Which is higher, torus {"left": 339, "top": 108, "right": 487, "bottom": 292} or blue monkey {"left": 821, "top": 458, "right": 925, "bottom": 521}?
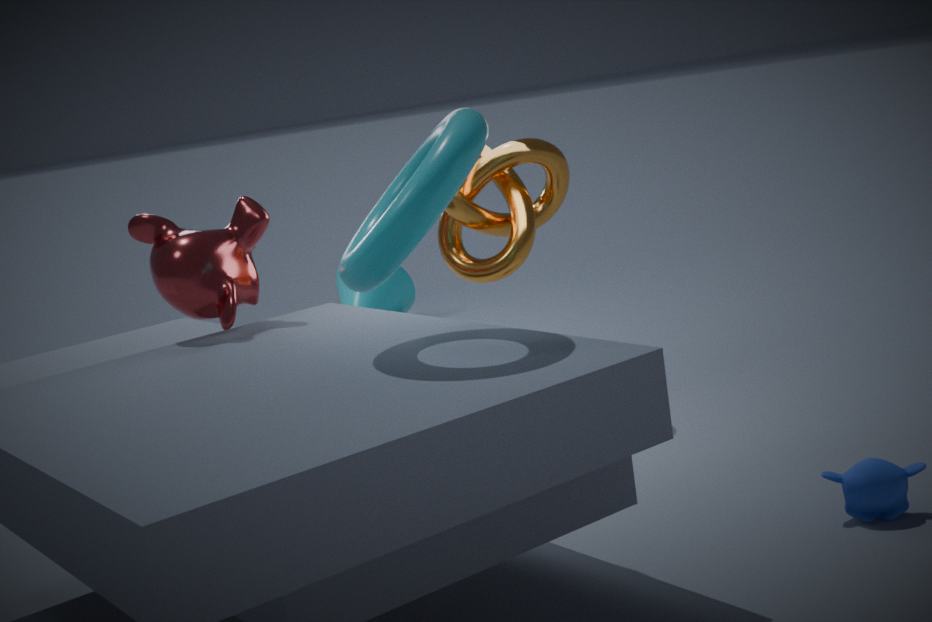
torus {"left": 339, "top": 108, "right": 487, "bottom": 292}
